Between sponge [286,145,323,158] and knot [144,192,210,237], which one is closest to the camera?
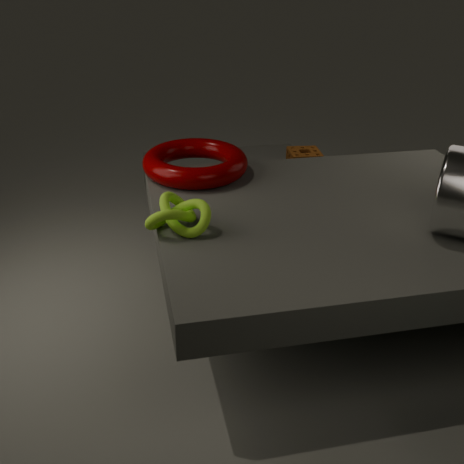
knot [144,192,210,237]
